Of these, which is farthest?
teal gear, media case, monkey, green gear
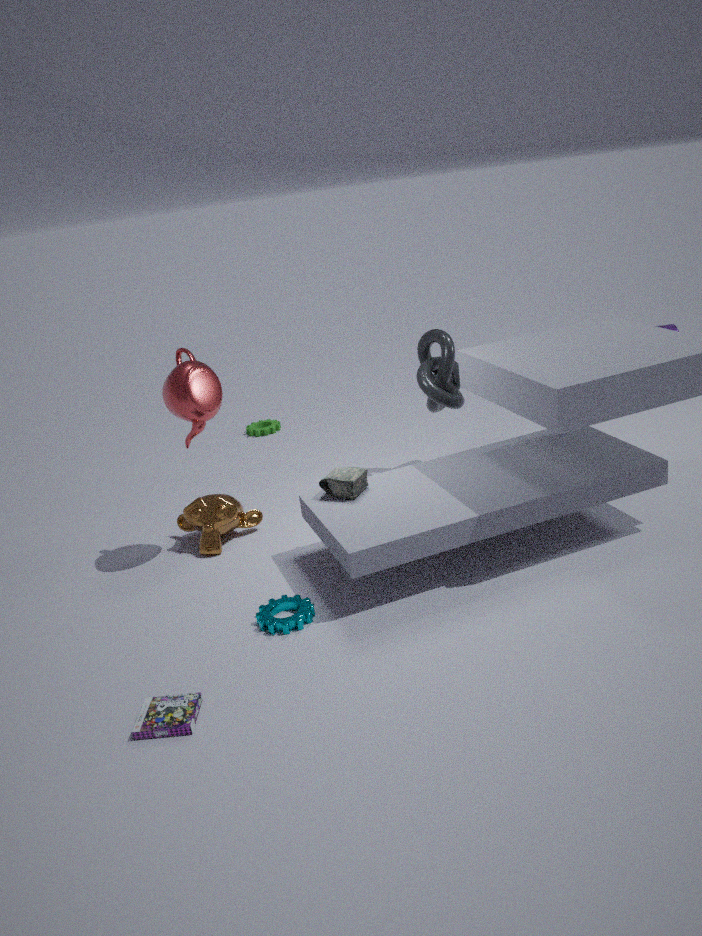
green gear
